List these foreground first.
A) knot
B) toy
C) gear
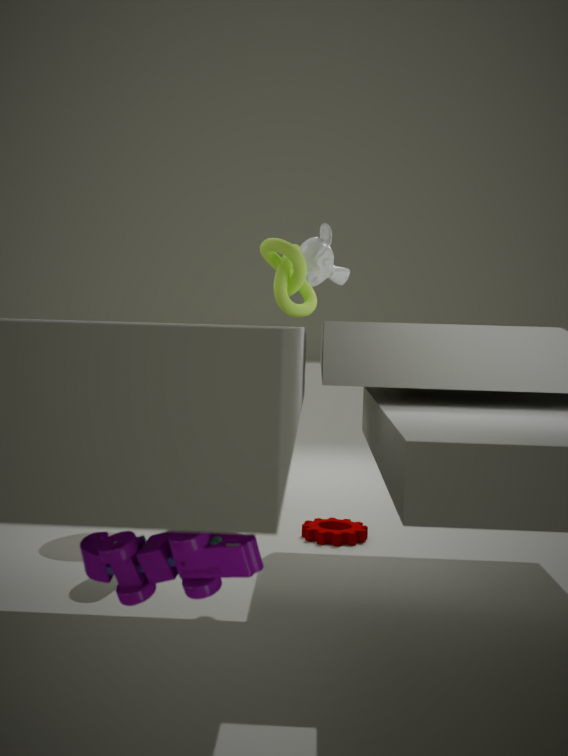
toy, knot, gear
